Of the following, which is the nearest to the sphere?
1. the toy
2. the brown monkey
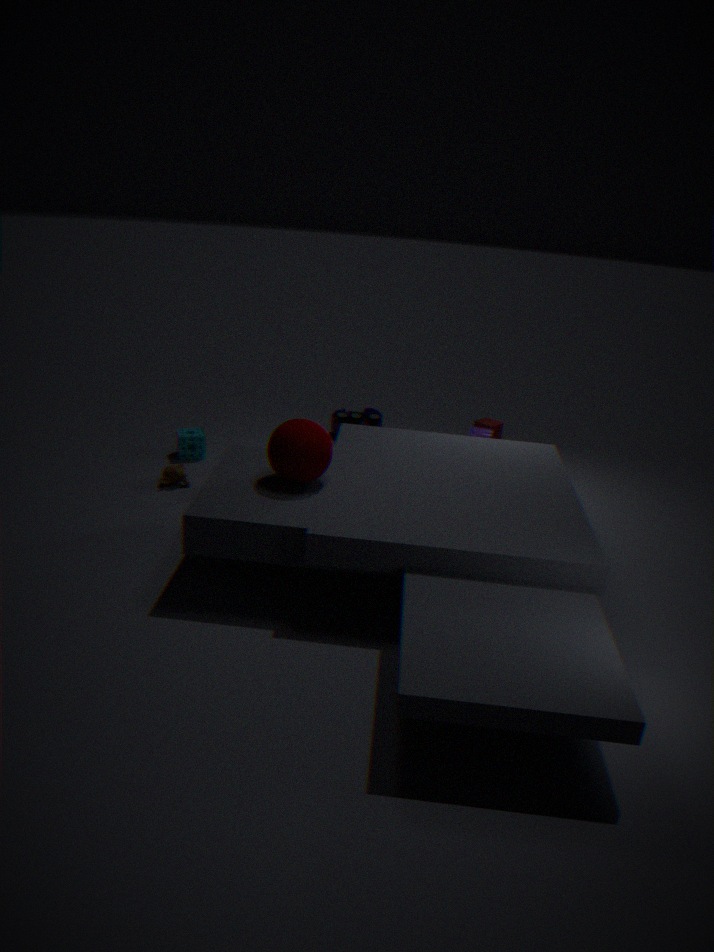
the brown monkey
